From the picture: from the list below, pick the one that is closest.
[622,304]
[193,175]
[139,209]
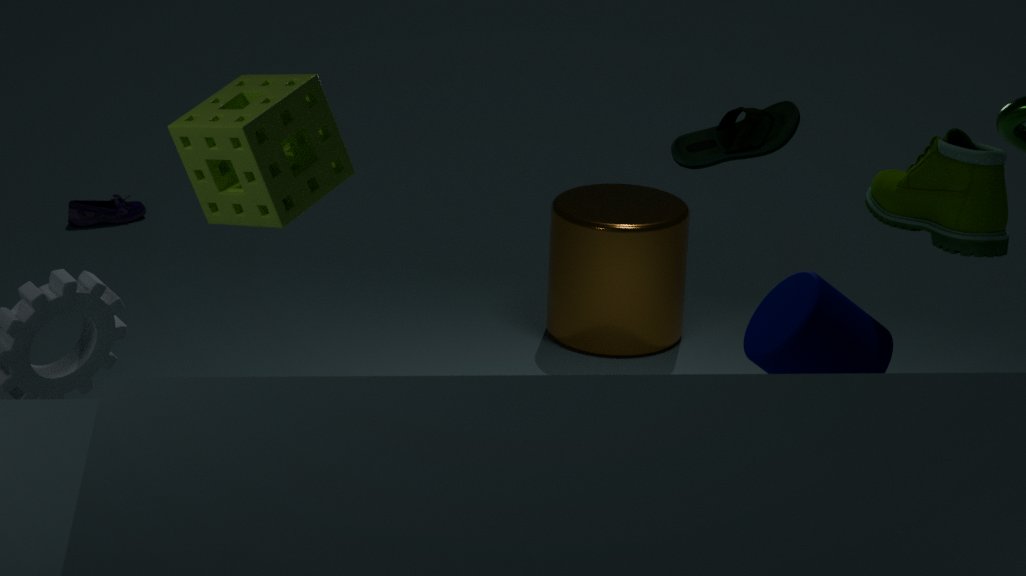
[193,175]
